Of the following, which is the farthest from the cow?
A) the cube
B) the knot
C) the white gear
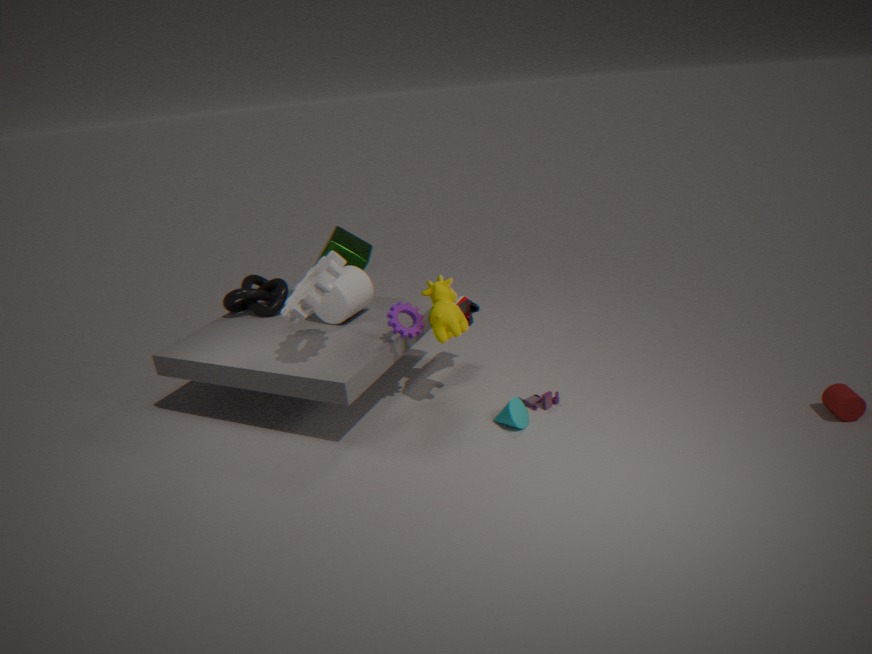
the knot
